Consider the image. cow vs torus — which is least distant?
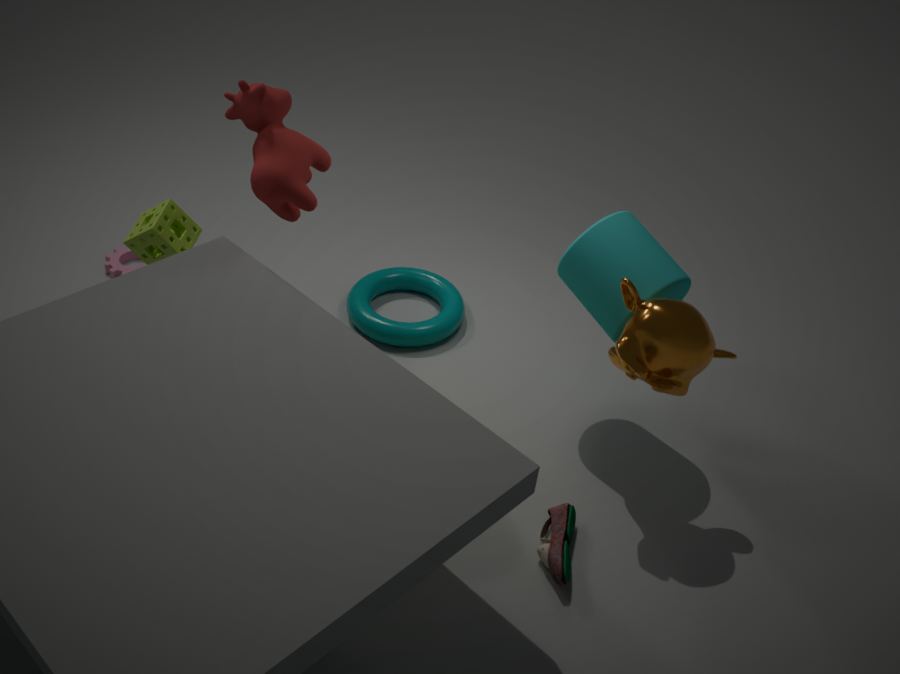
cow
